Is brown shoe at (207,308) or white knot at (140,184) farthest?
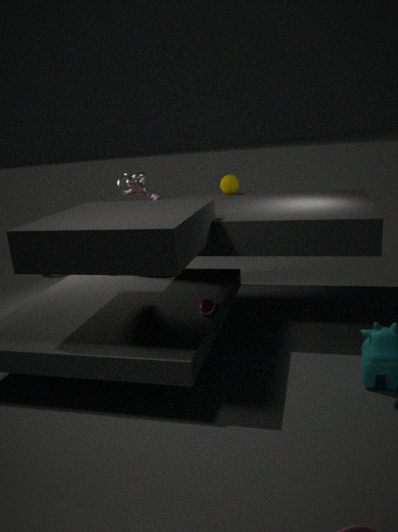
white knot at (140,184)
